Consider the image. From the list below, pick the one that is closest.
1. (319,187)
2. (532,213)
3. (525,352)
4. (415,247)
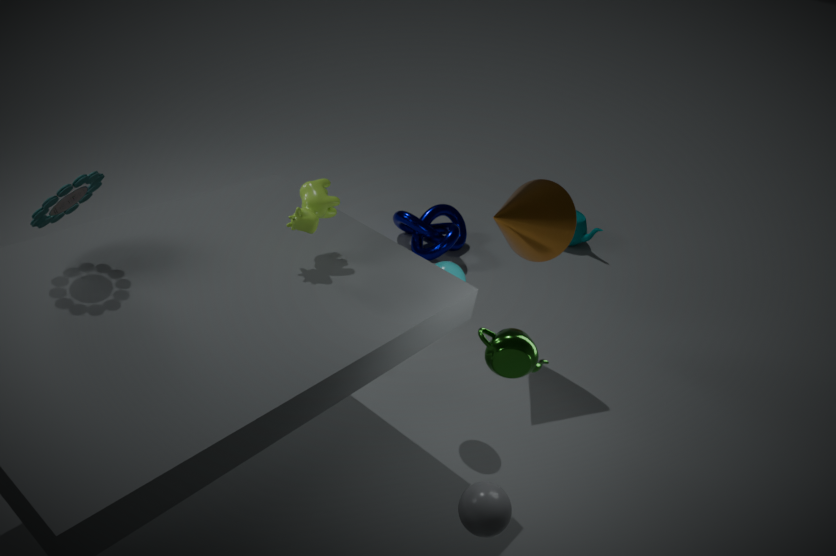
(525,352)
